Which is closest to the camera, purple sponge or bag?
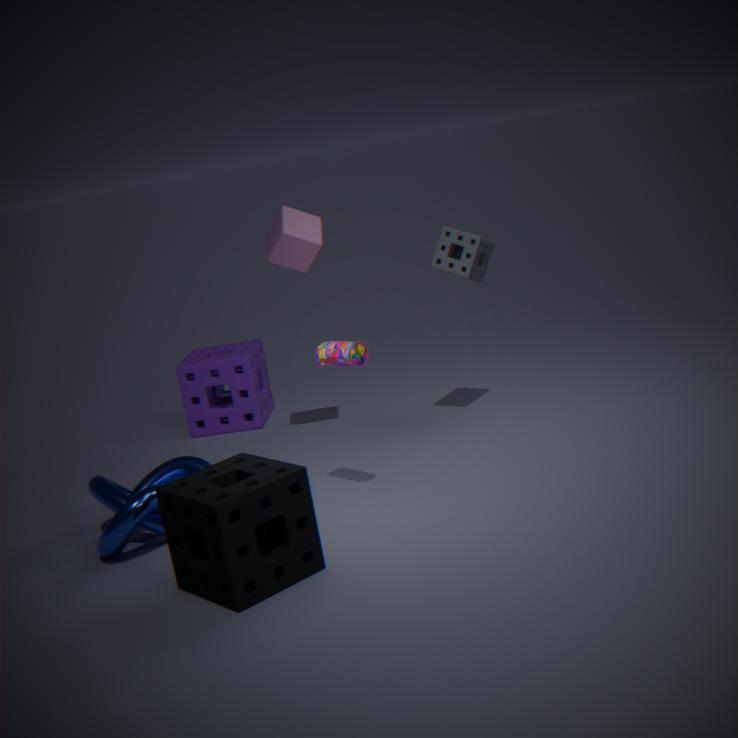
bag
